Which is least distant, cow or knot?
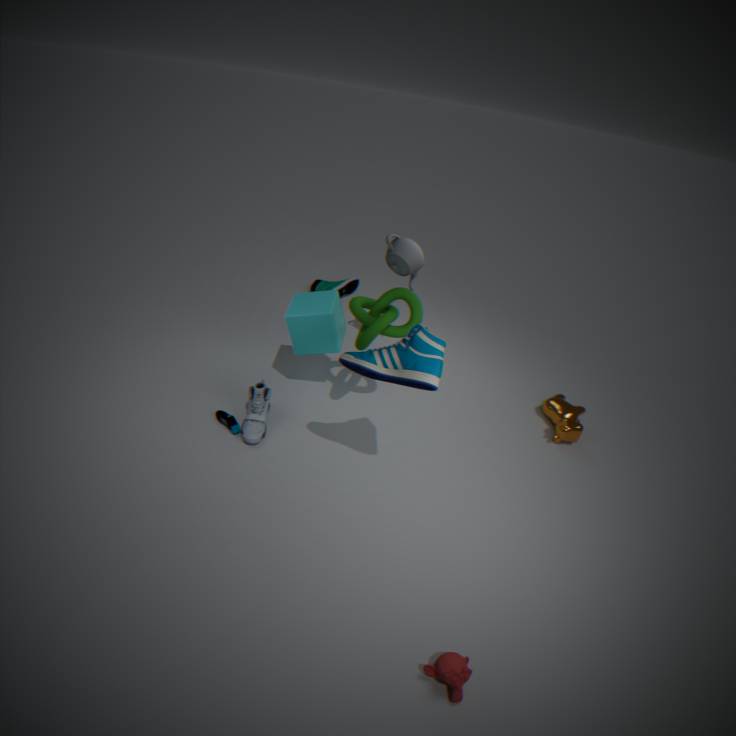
knot
